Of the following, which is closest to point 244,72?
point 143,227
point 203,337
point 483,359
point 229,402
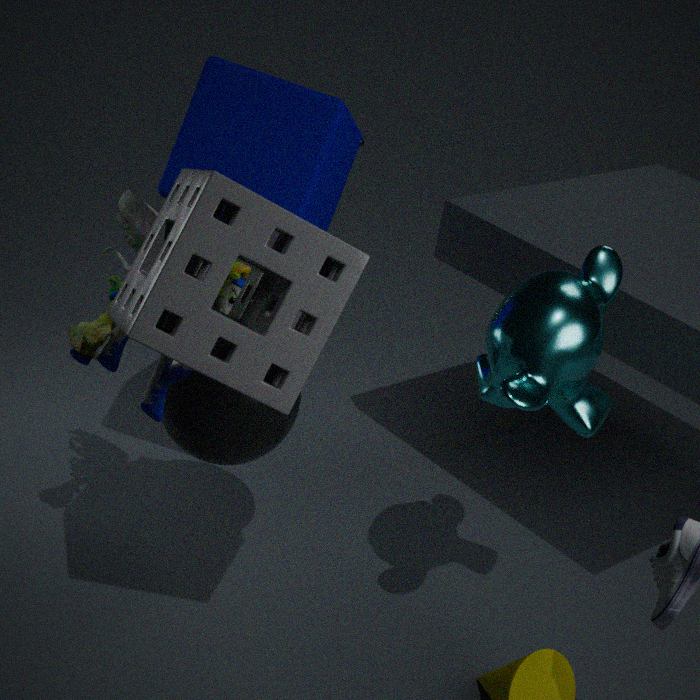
point 143,227
